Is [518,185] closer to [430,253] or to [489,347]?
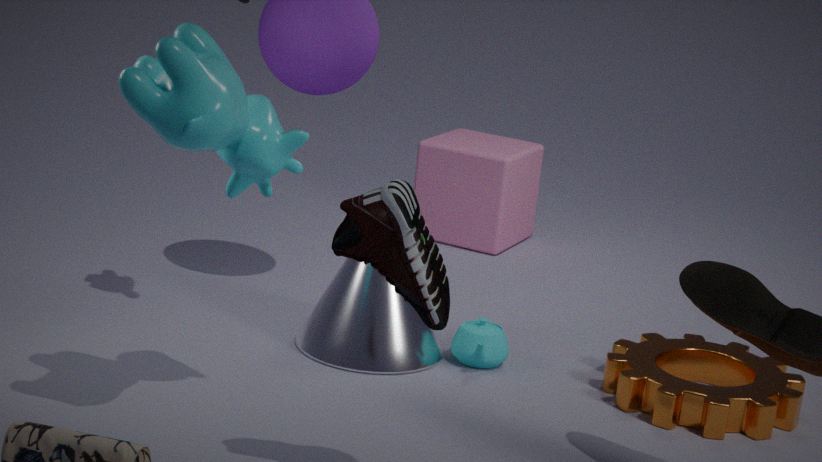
[489,347]
